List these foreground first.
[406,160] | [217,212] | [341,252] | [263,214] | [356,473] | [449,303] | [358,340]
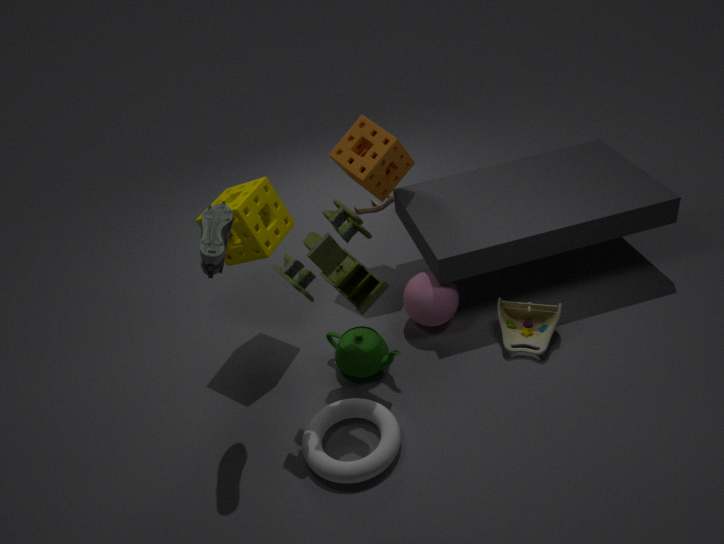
1. [356,473]
2. [217,212]
3. [341,252]
4. [358,340]
5. [263,214]
6. [449,303]
7. [406,160]
